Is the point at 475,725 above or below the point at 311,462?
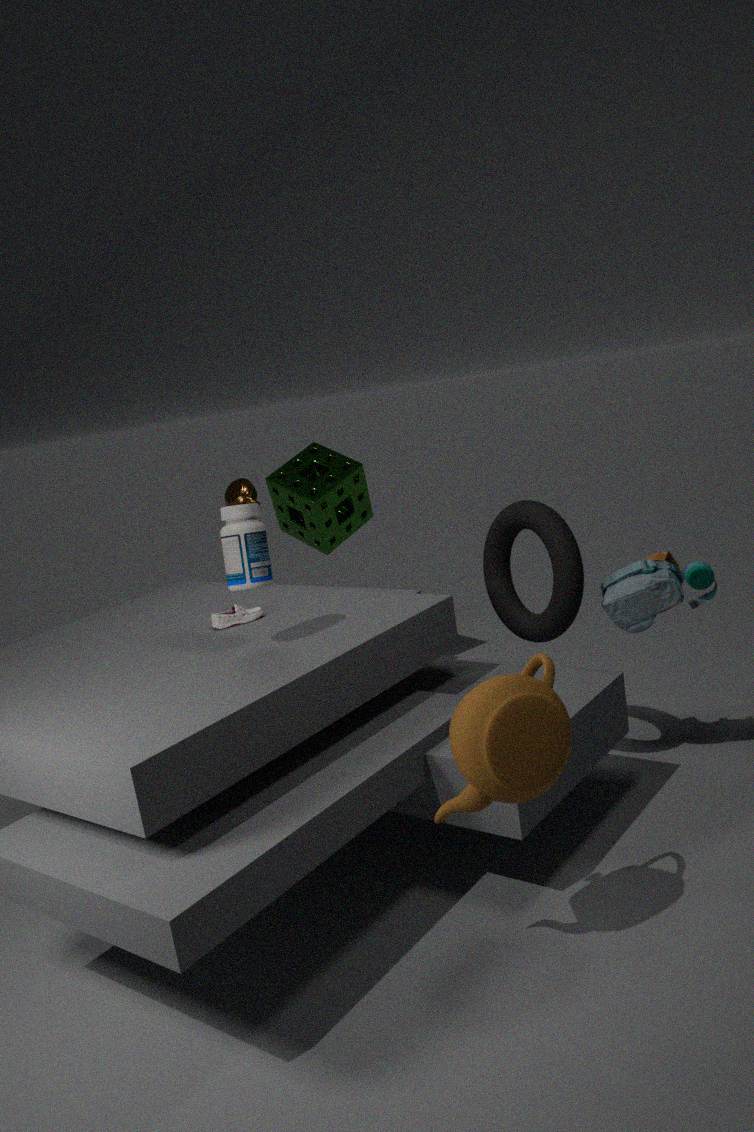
below
